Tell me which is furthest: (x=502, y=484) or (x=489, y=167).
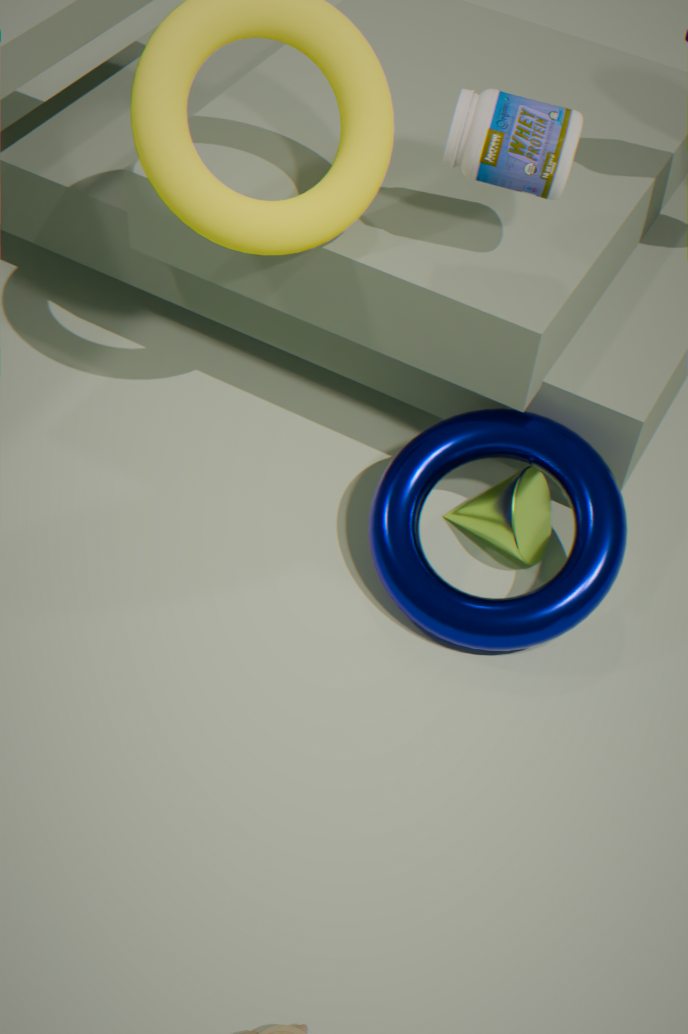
(x=502, y=484)
